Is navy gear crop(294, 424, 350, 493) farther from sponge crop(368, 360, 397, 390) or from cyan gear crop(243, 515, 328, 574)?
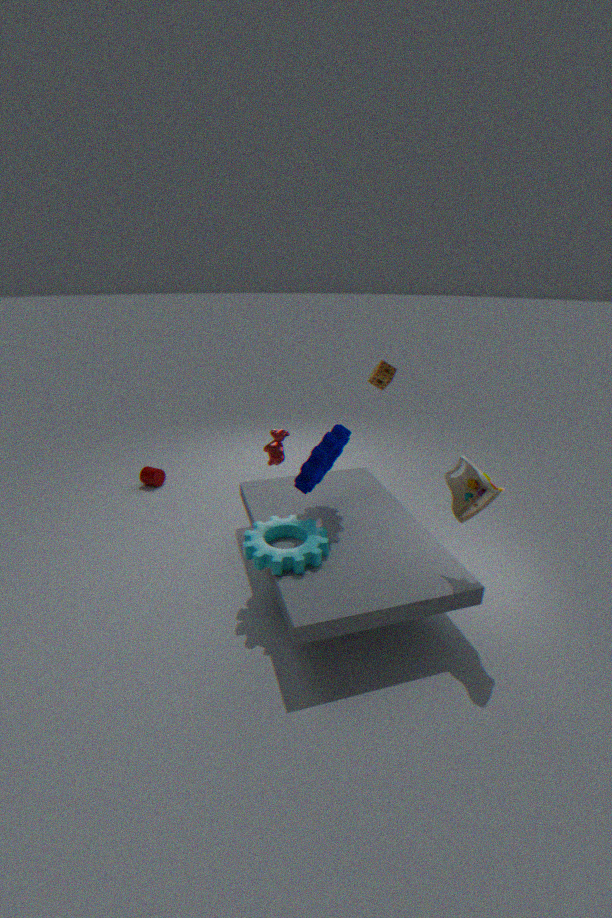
sponge crop(368, 360, 397, 390)
